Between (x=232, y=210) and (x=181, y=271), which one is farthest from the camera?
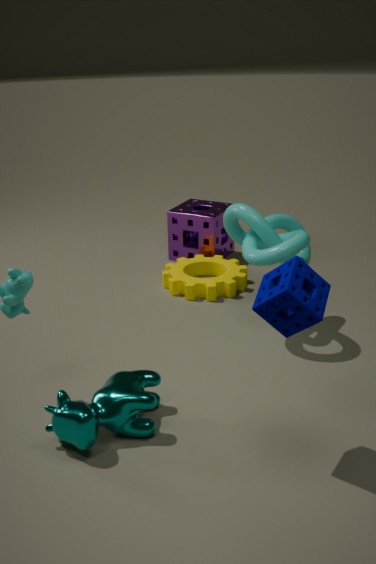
(x=181, y=271)
